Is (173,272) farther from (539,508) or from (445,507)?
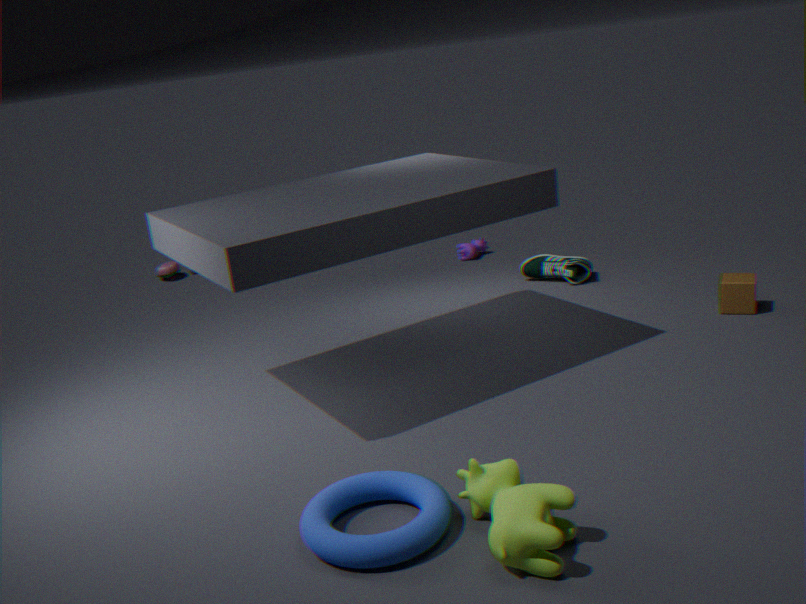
(539,508)
